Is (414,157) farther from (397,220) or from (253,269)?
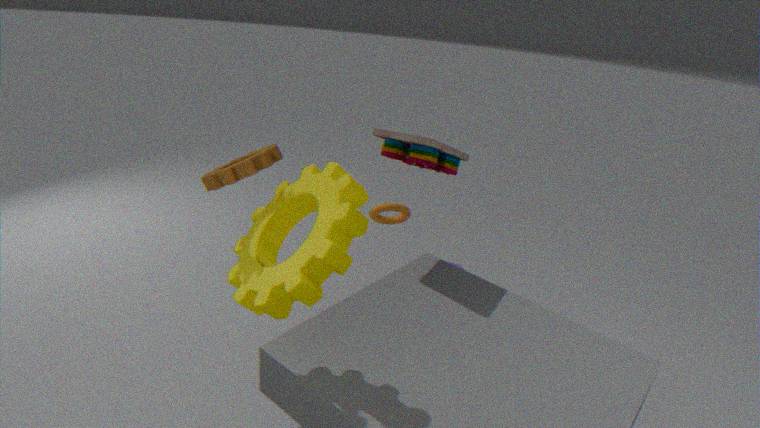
(253,269)
